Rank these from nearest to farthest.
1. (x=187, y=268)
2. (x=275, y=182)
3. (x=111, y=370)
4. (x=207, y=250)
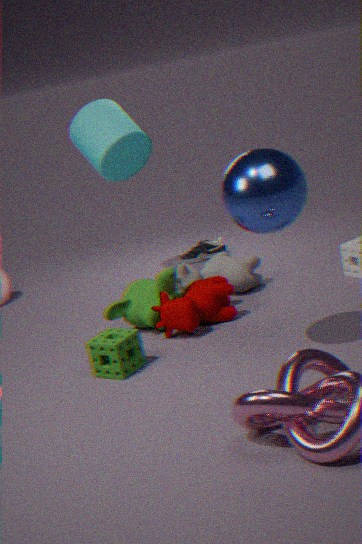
(x=275, y=182) < (x=111, y=370) < (x=187, y=268) < (x=207, y=250)
